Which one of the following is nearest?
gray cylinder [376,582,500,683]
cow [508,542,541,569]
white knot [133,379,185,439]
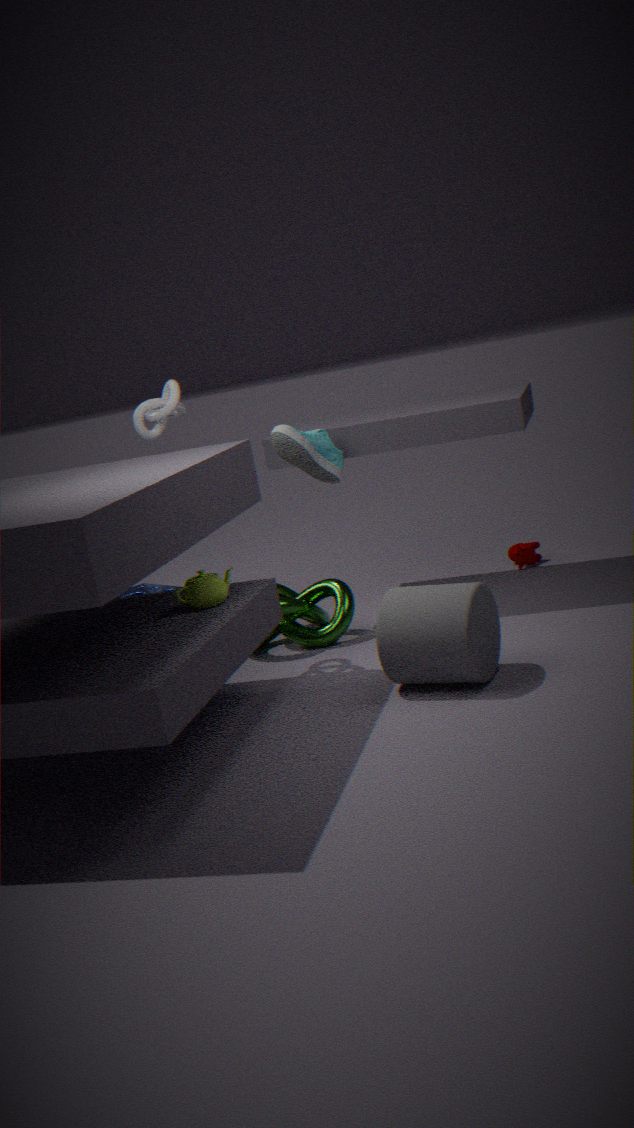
gray cylinder [376,582,500,683]
